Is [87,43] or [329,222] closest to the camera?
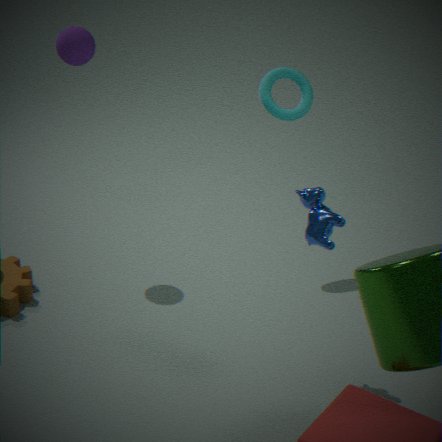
[329,222]
